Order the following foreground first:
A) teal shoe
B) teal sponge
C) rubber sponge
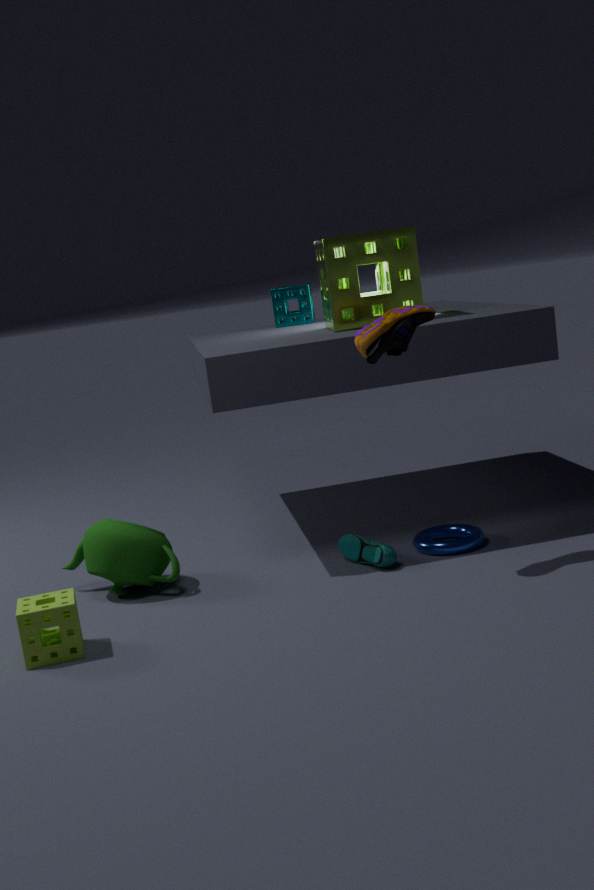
rubber sponge, teal shoe, teal sponge
